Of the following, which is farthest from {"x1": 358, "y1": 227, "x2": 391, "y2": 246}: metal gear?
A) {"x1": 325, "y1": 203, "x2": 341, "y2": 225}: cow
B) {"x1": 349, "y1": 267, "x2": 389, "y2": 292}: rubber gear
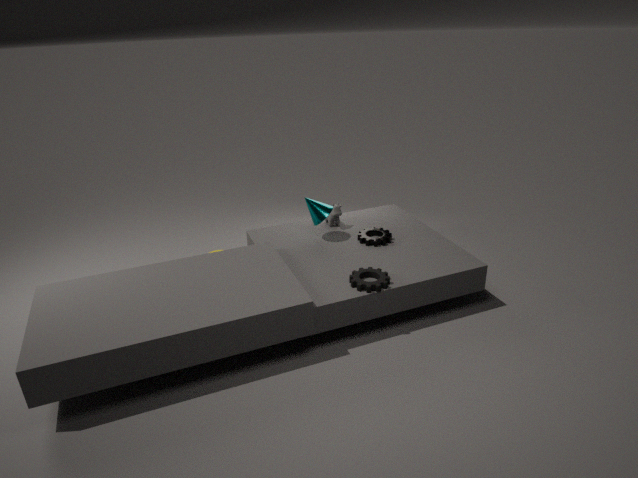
{"x1": 349, "y1": 267, "x2": 389, "y2": 292}: rubber gear
